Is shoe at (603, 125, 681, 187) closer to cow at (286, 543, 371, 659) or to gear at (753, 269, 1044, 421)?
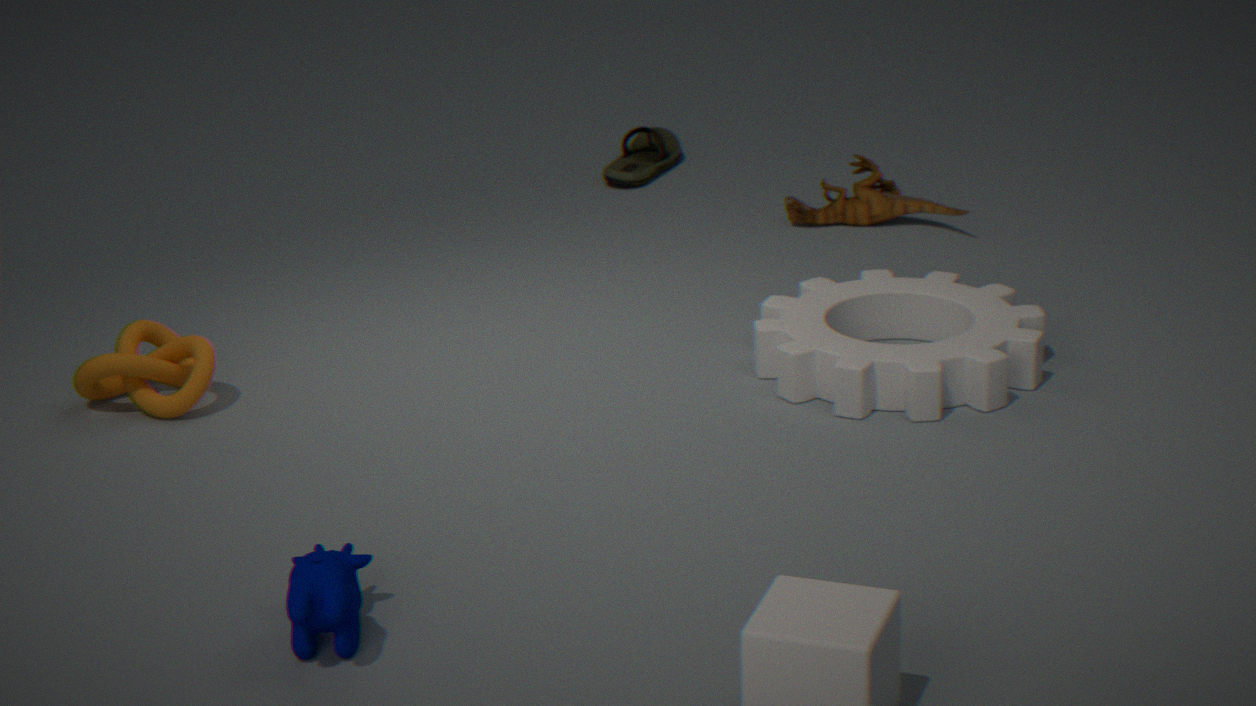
gear at (753, 269, 1044, 421)
